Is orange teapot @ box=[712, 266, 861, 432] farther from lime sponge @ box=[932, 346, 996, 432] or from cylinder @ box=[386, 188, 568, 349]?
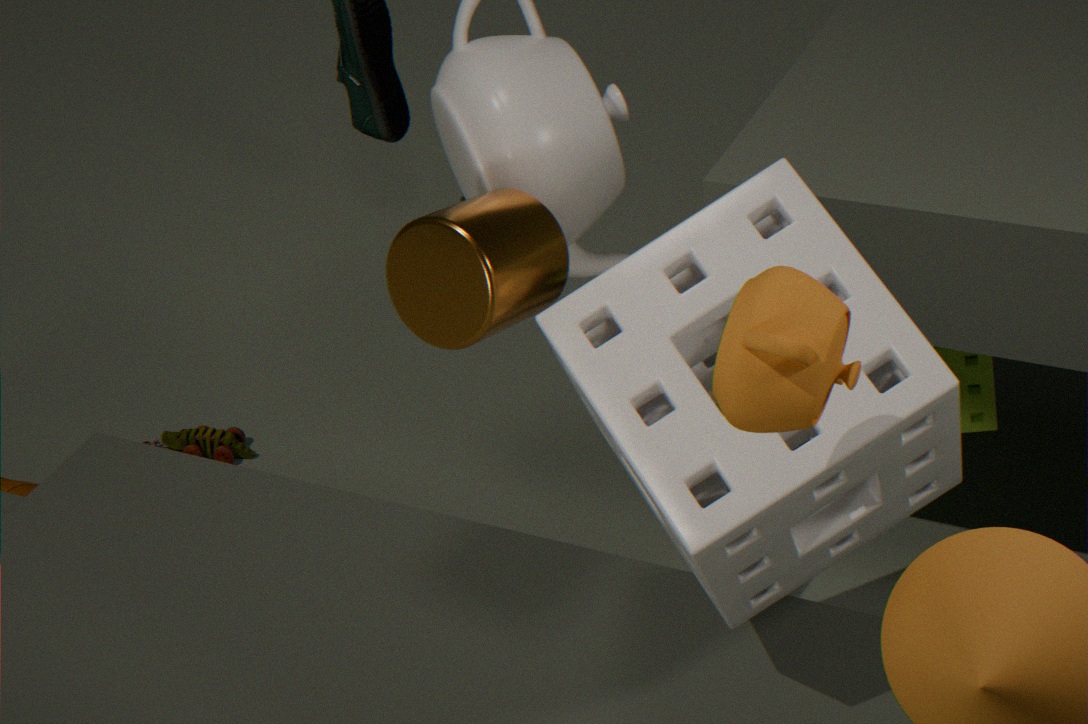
lime sponge @ box=[932, 346, 996, 432]
